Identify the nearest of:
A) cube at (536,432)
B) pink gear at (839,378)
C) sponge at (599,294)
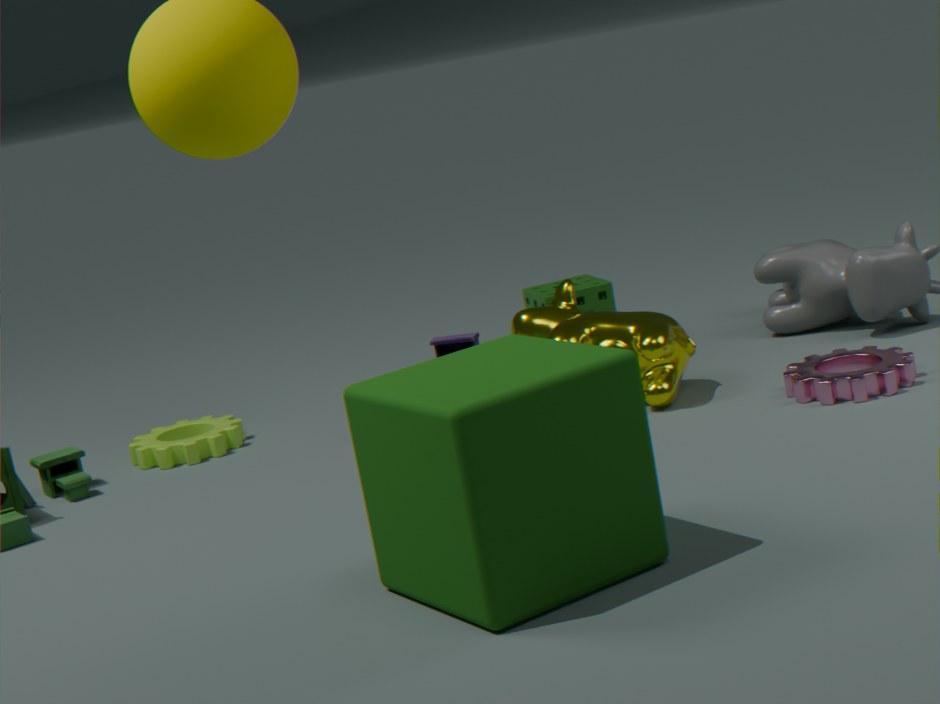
cube at (536,432)
